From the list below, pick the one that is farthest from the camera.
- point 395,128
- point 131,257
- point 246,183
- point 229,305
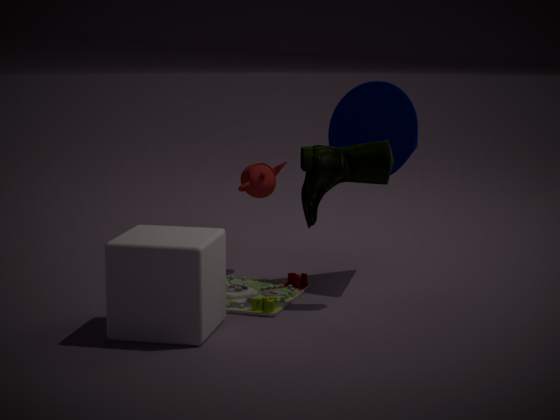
point 246,183
